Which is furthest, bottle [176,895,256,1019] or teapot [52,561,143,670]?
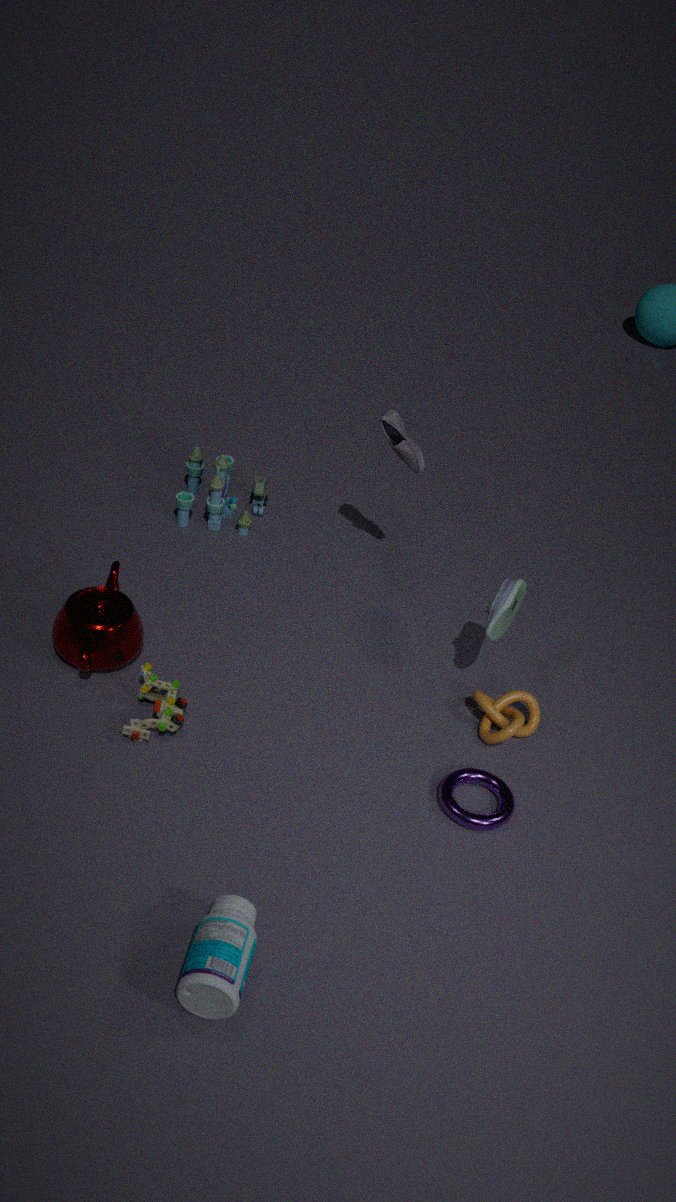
teapot [52,561,143,670]
